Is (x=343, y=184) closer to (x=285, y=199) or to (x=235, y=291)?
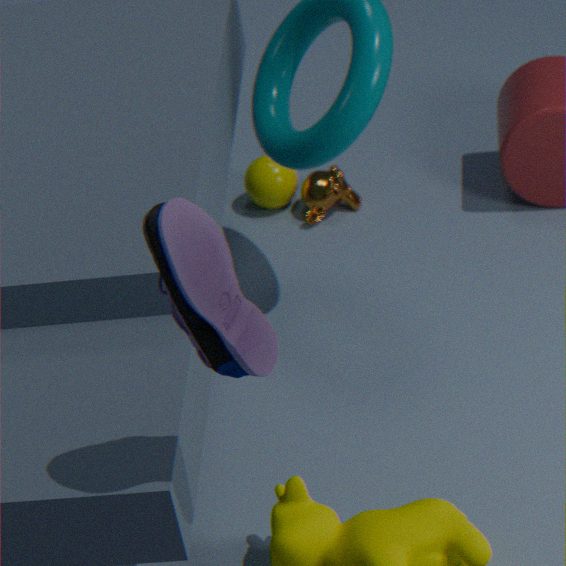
(x=285, y=199)
